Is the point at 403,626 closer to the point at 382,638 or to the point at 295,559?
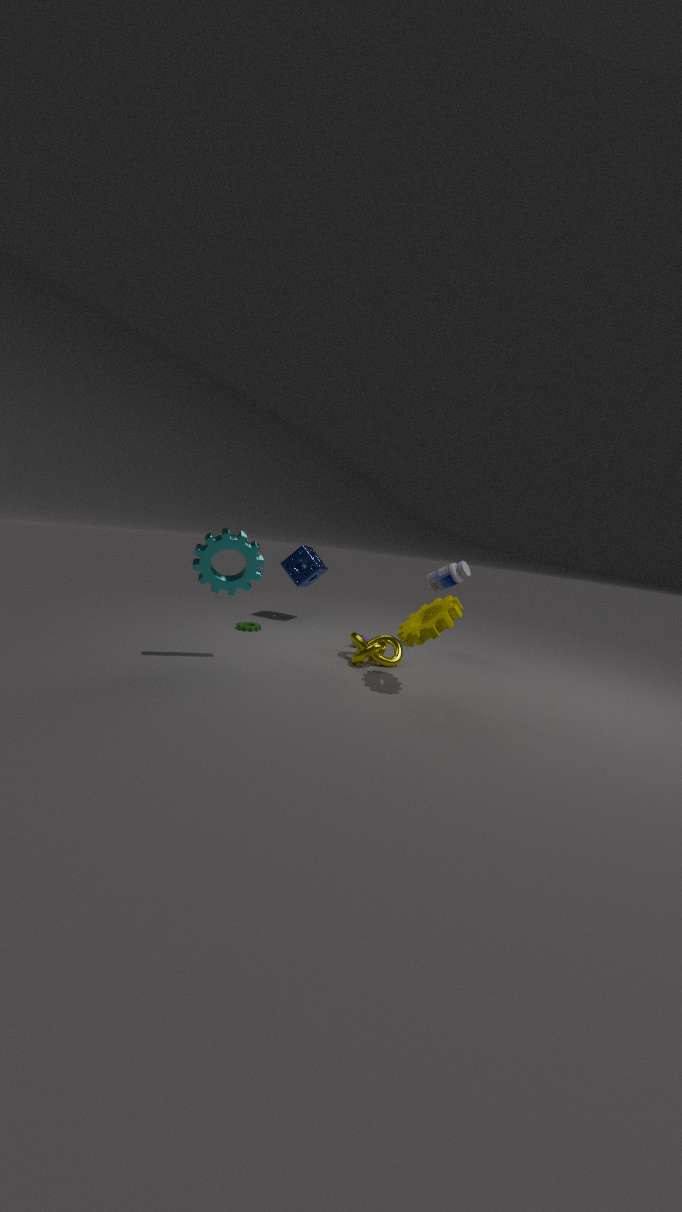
the point at 382,638
